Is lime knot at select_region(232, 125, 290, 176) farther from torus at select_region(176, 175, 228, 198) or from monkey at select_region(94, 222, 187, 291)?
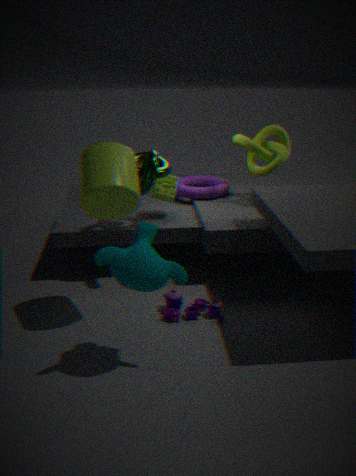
monkey at select_region(94, 222, 187, 291)
